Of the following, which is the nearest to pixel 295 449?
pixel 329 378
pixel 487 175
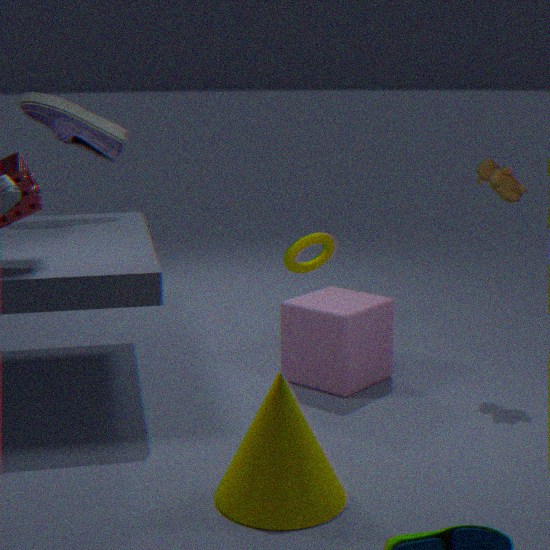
pixel 329 378
